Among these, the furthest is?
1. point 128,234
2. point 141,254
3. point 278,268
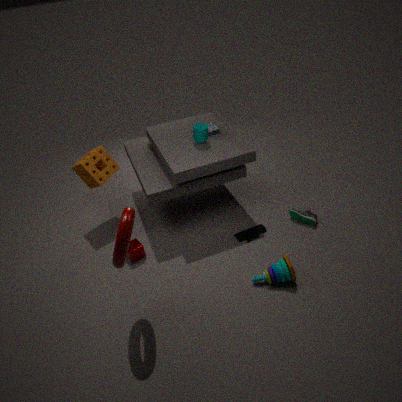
point 141,254
